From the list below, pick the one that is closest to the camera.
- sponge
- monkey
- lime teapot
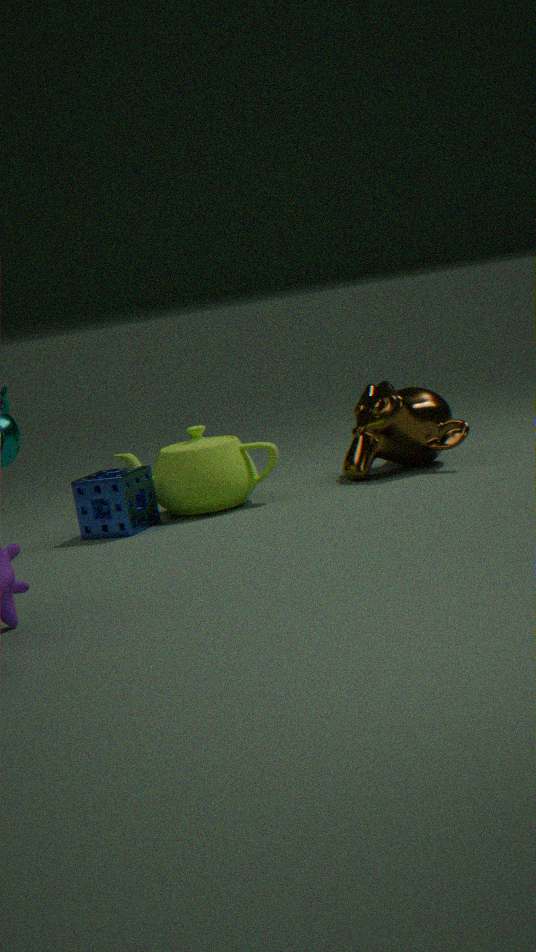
sponge
